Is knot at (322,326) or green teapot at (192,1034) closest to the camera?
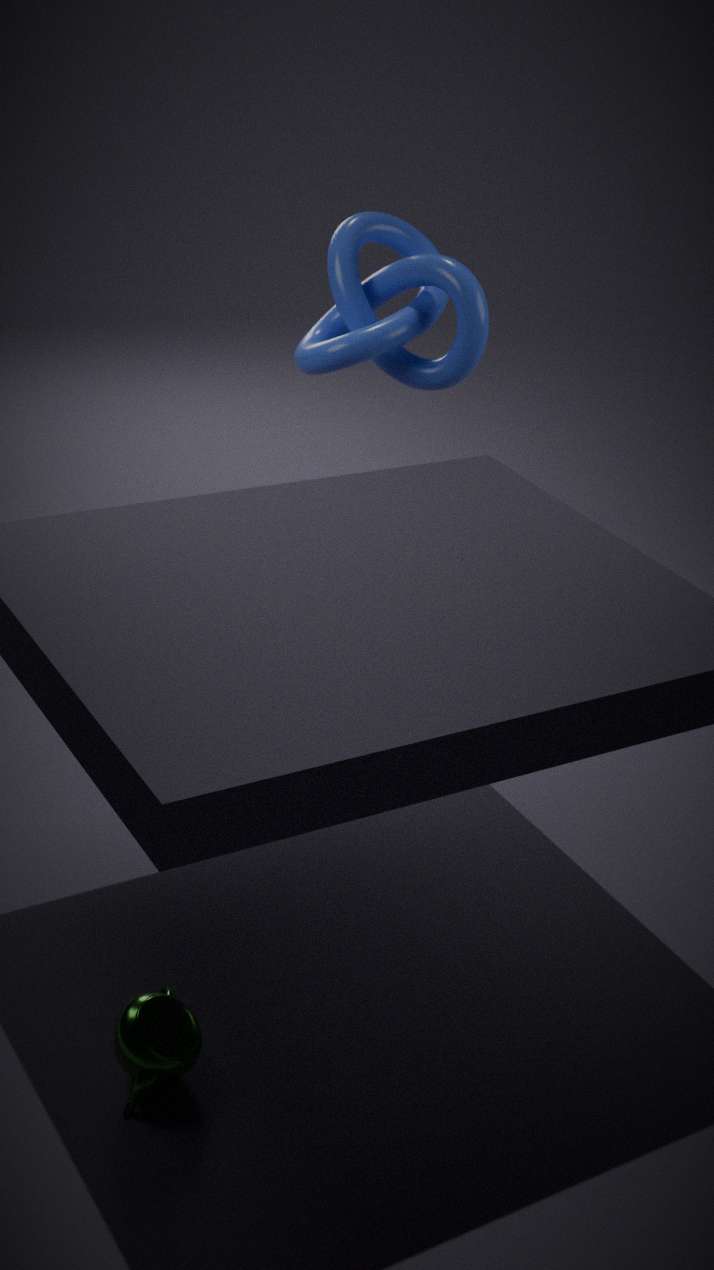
green teapot at (192,1034)
